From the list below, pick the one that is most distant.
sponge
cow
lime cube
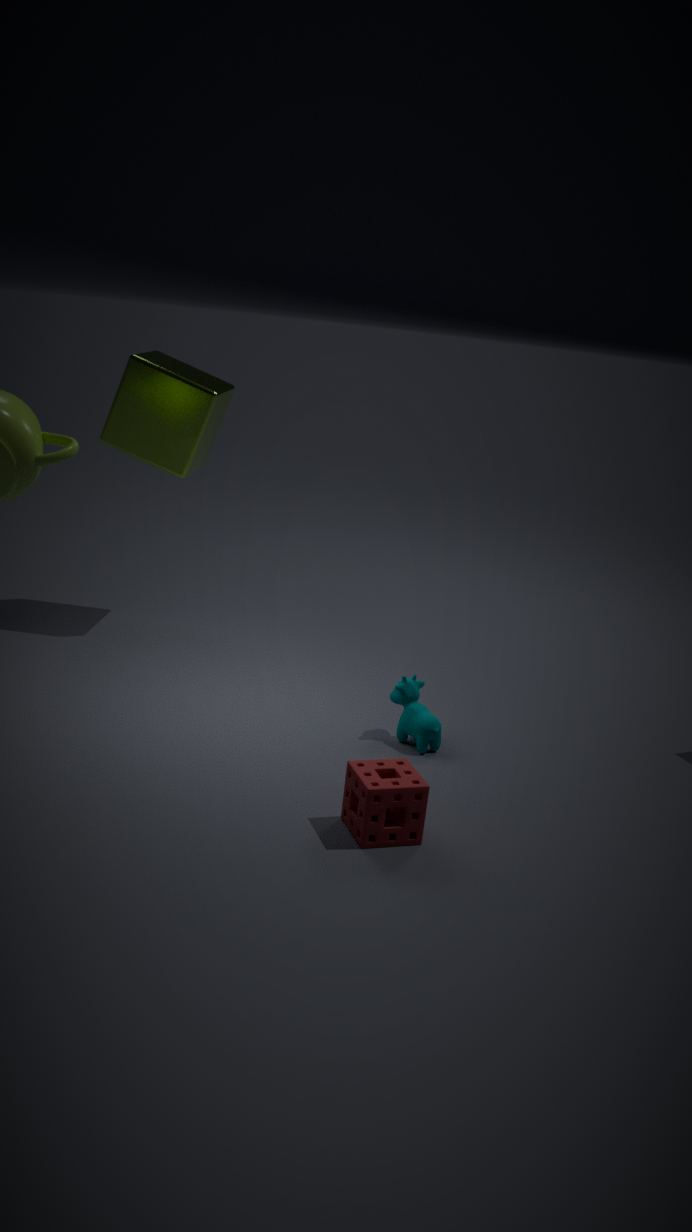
lime cube
